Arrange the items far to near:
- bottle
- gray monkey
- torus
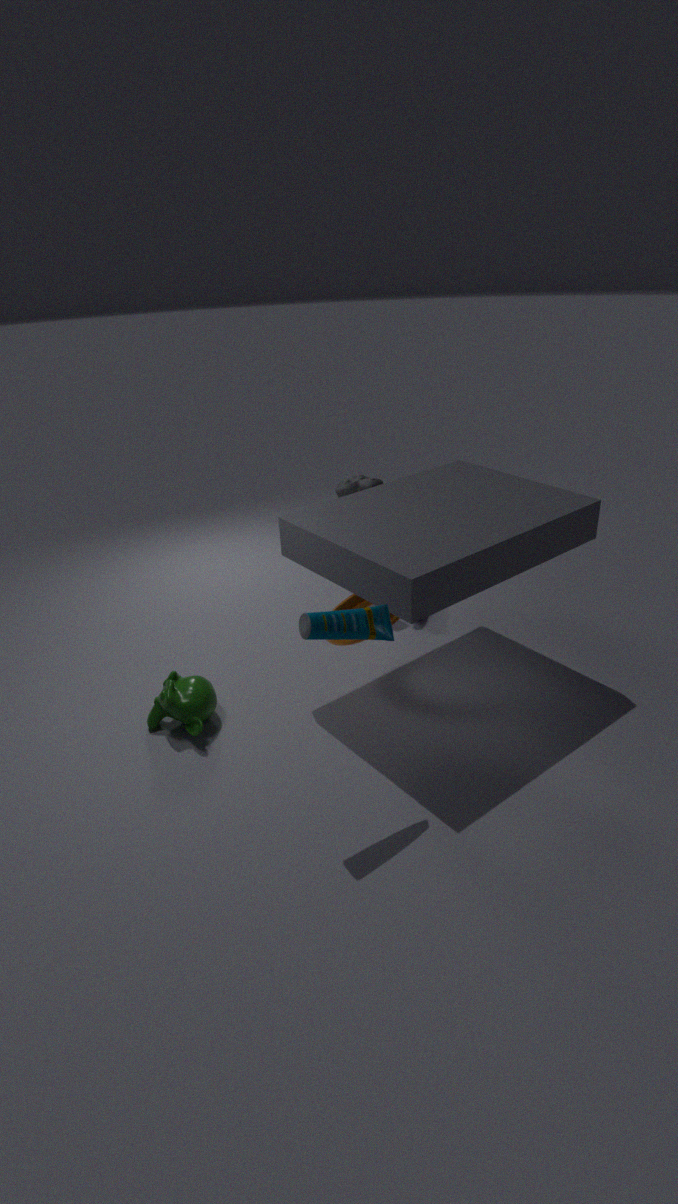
gray monkey < torus < bottle
